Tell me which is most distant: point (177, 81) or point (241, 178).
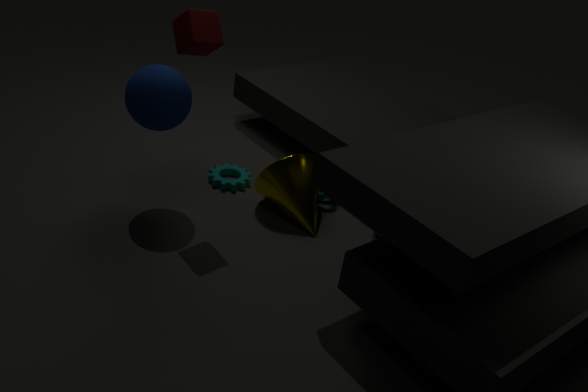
point (241, 178)
